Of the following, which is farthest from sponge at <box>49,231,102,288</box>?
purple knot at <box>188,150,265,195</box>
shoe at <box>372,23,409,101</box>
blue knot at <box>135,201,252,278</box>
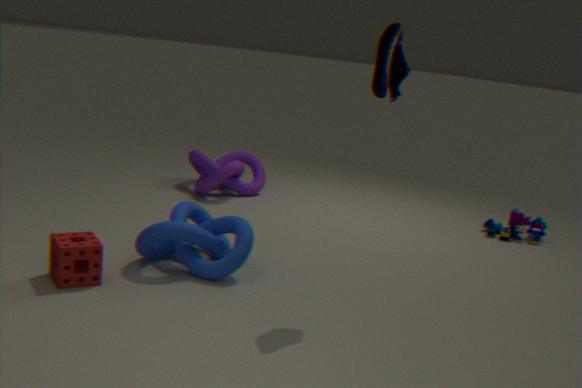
purple knot at <box>188,150,265,195</box>
